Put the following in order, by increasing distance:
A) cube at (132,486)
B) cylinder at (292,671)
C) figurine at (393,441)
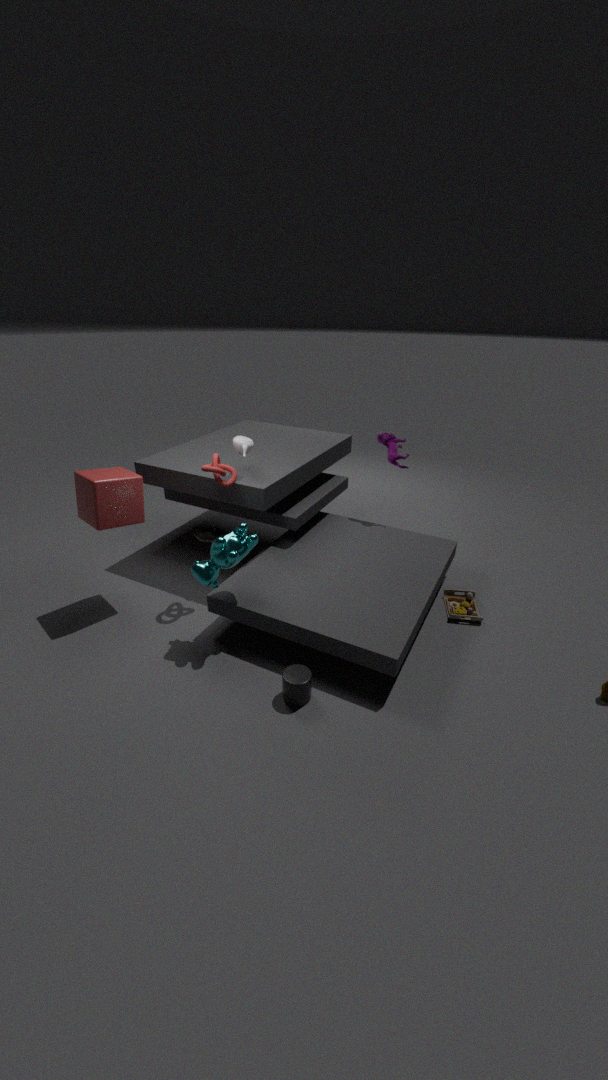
1. cylinder at (292,671)
2. cube at (132,486)
3. figurine at (393,441)
